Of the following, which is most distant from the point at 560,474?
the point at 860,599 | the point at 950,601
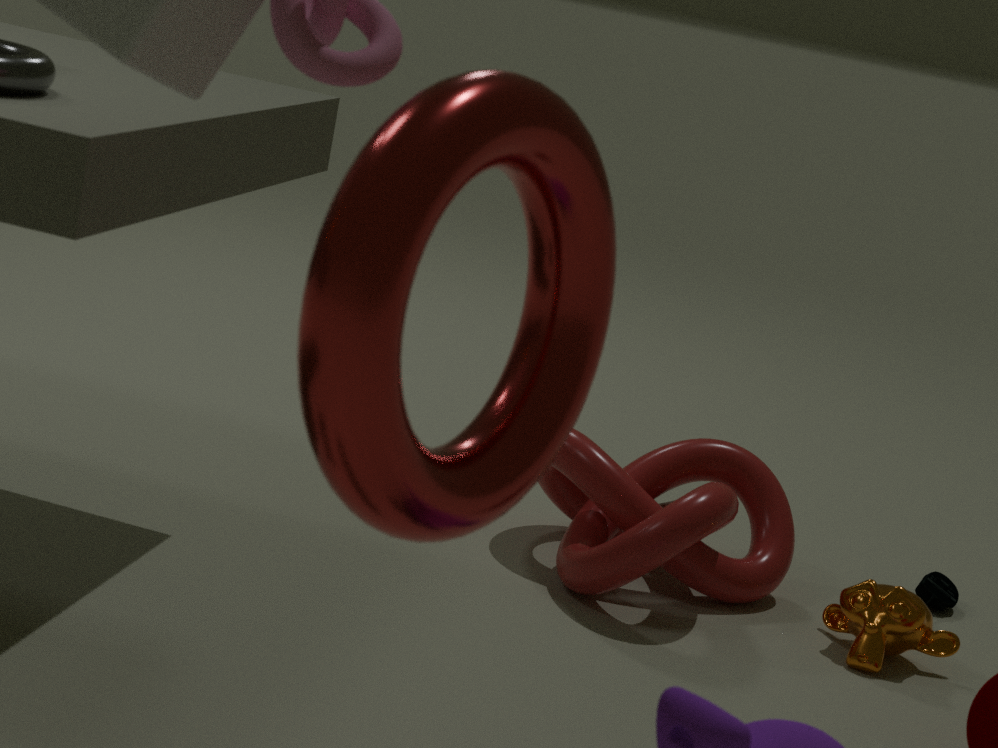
the point at 950,601
